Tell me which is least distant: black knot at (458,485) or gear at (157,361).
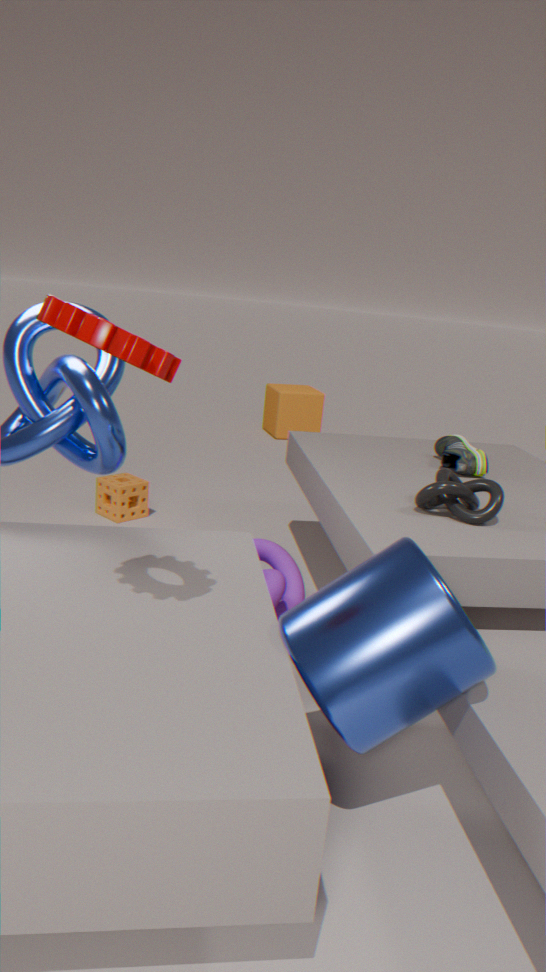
gear at (157,361)
